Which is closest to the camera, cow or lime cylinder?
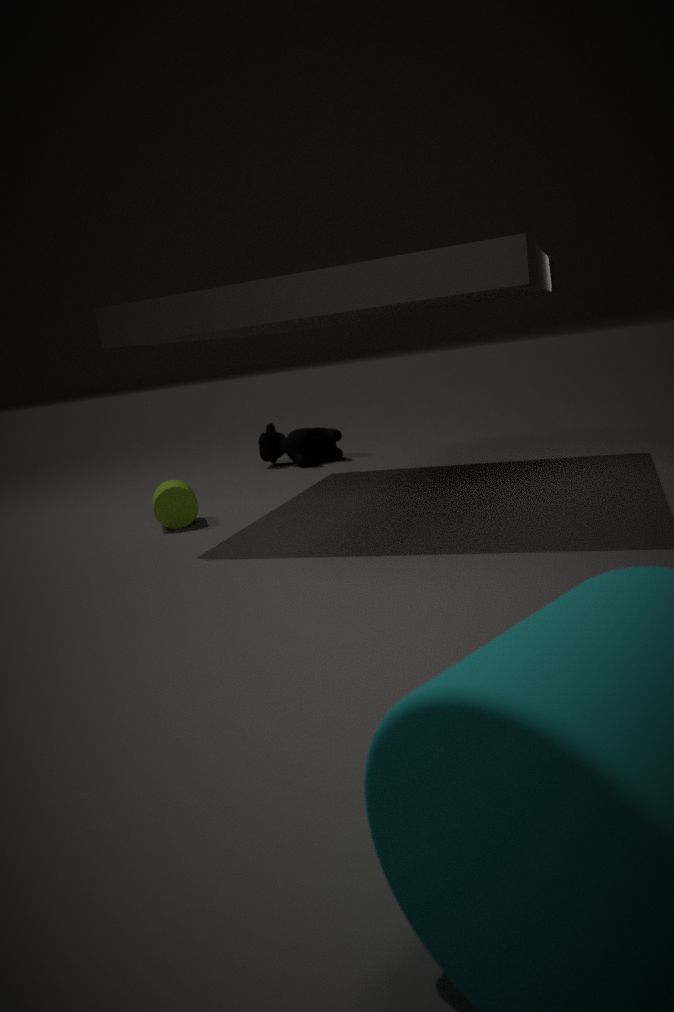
lime cylinder
